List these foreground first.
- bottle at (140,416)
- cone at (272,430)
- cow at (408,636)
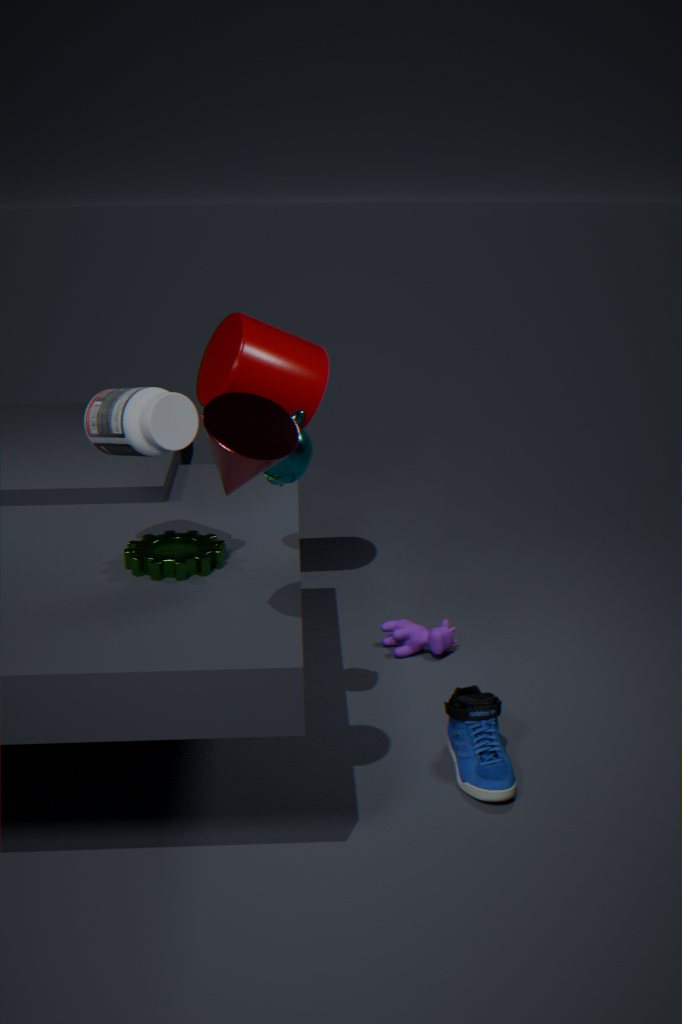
cone at (272,430)
bottle at (140,416)
cow at (408,636)
